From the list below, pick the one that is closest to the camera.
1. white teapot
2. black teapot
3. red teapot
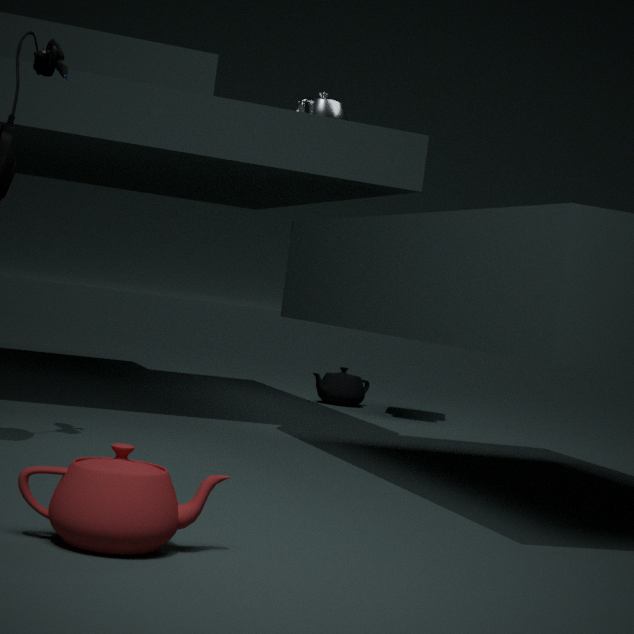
red teapot
